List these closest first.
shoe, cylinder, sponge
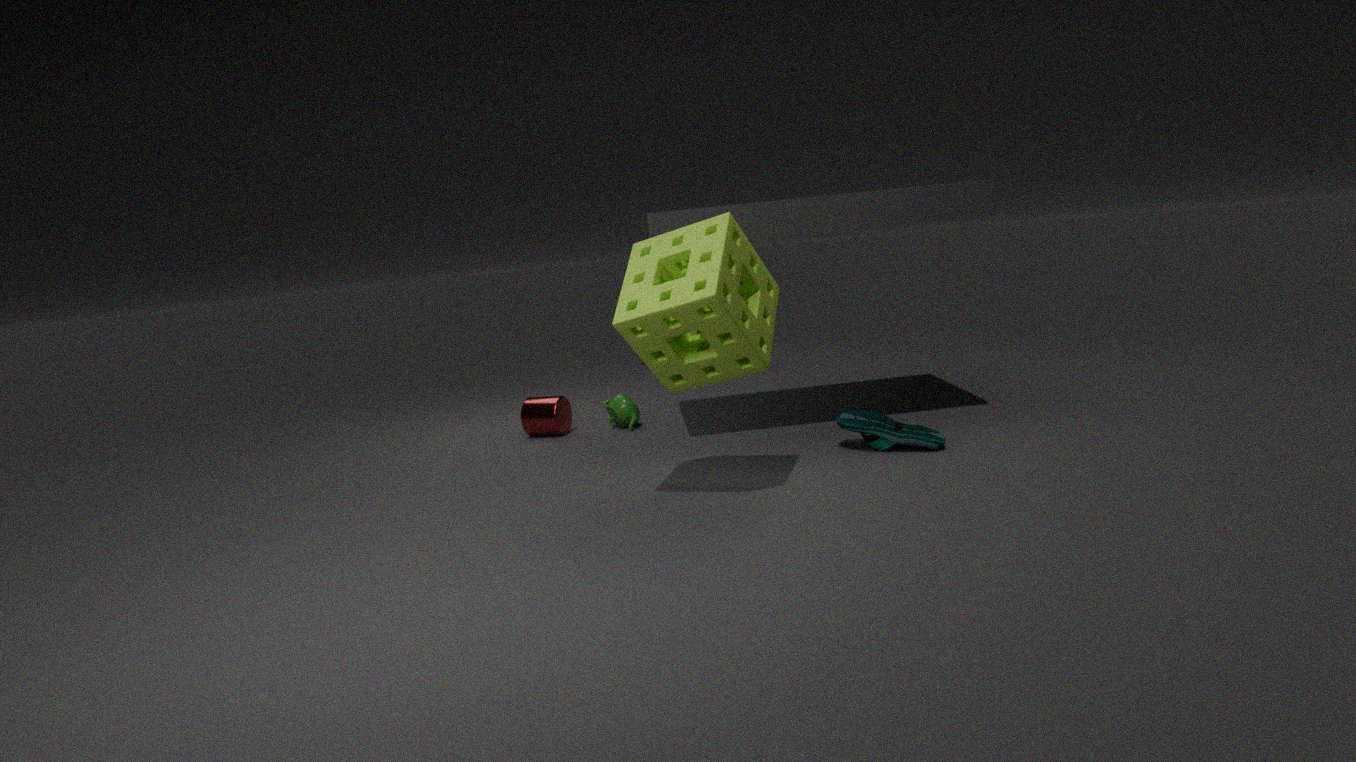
1. sponge
2. shoe
3. cylinder
